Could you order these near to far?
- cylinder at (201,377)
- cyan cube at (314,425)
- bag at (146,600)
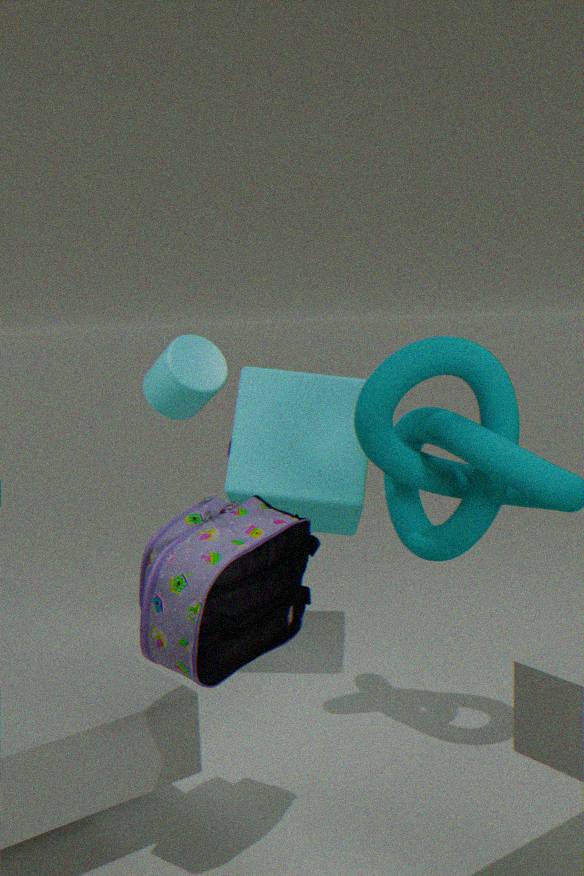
bag at (146,600), cyan cube at (314,425), cylinder at (201,377)
